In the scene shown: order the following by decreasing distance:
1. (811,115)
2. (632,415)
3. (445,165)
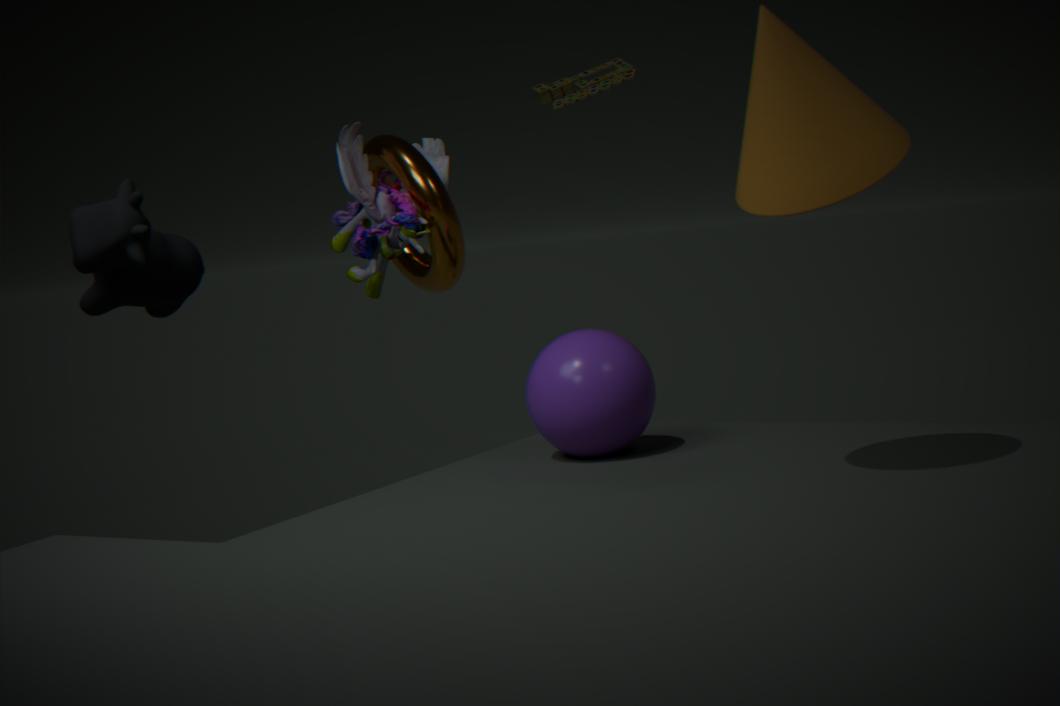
(445,165) < (632,415) < (811,115)
